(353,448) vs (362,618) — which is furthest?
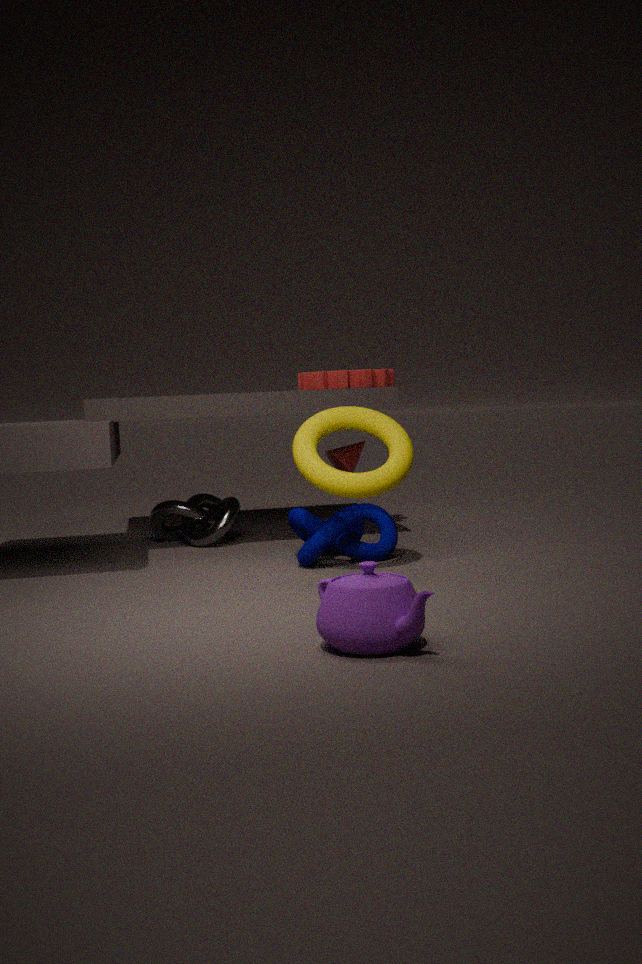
(353,448)
